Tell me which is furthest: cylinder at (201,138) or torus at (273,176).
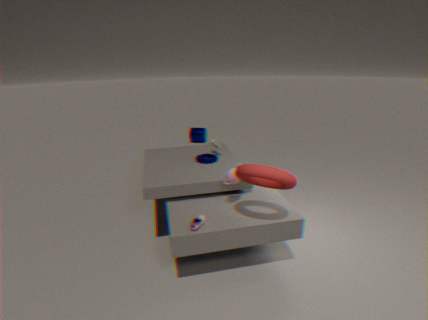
cylinder at (201,138)
